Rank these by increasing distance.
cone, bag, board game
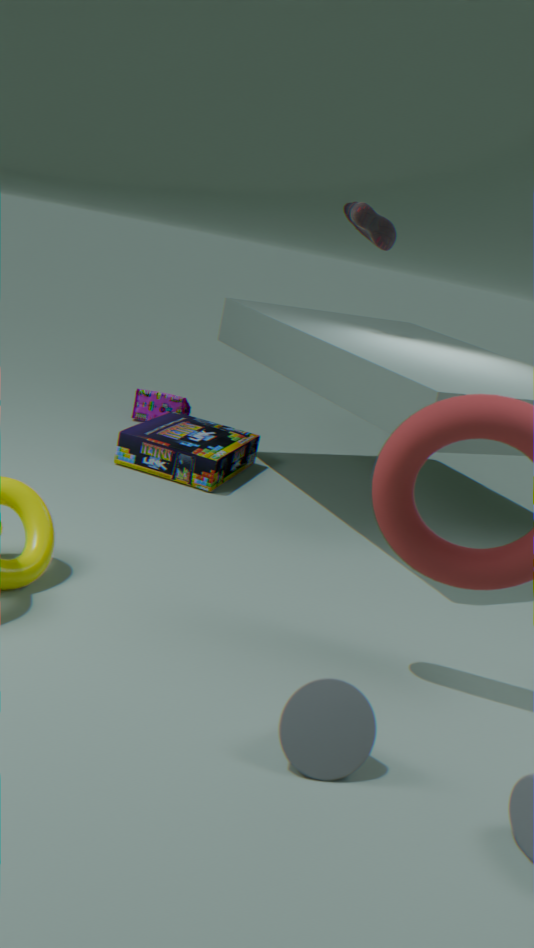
cone < board game < bag
